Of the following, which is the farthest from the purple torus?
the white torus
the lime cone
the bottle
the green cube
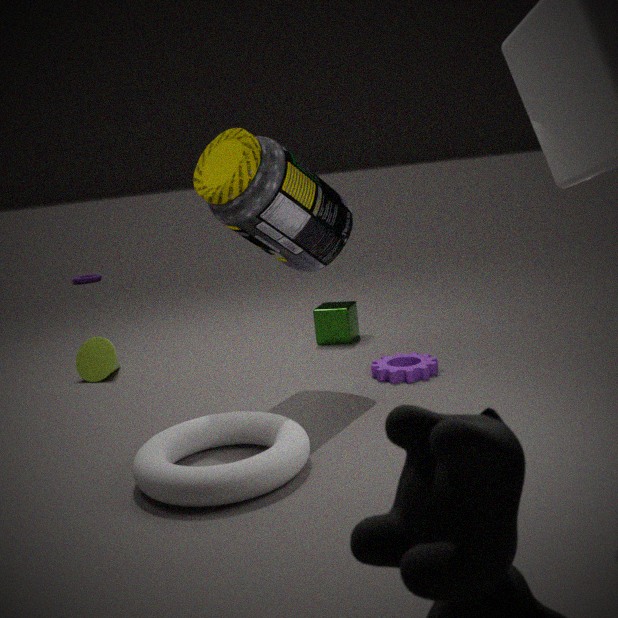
the white torus
